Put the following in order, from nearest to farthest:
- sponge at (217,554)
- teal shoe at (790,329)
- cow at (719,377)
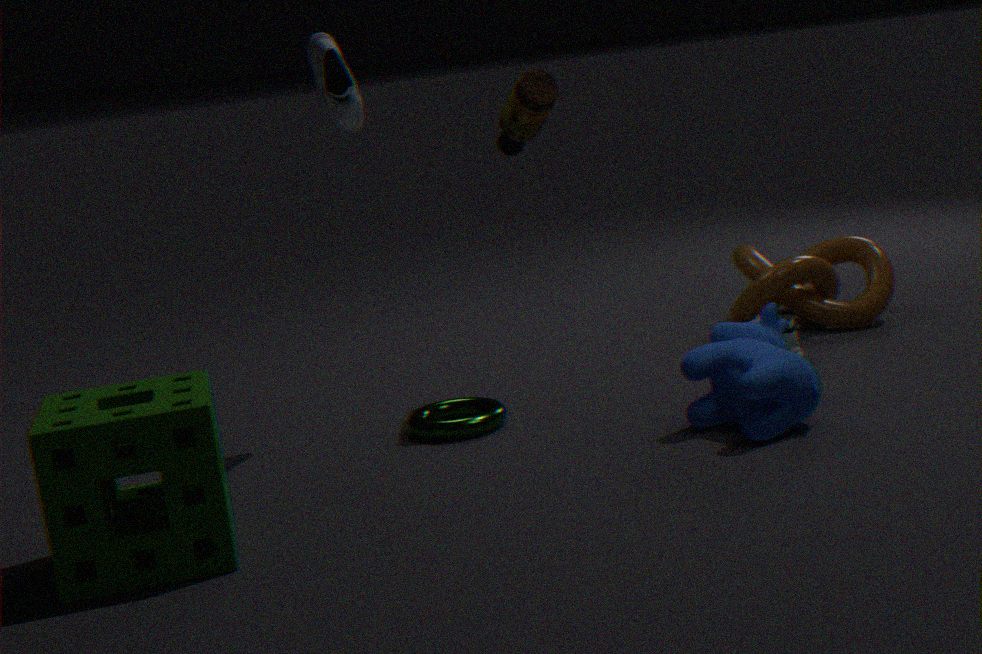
sponge at (217,554), cow at (719,377), teal shoe at (790,329)
